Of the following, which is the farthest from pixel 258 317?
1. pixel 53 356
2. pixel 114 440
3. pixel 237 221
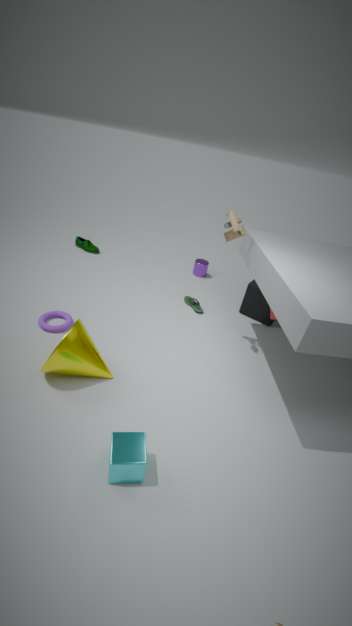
pixel 114 440
